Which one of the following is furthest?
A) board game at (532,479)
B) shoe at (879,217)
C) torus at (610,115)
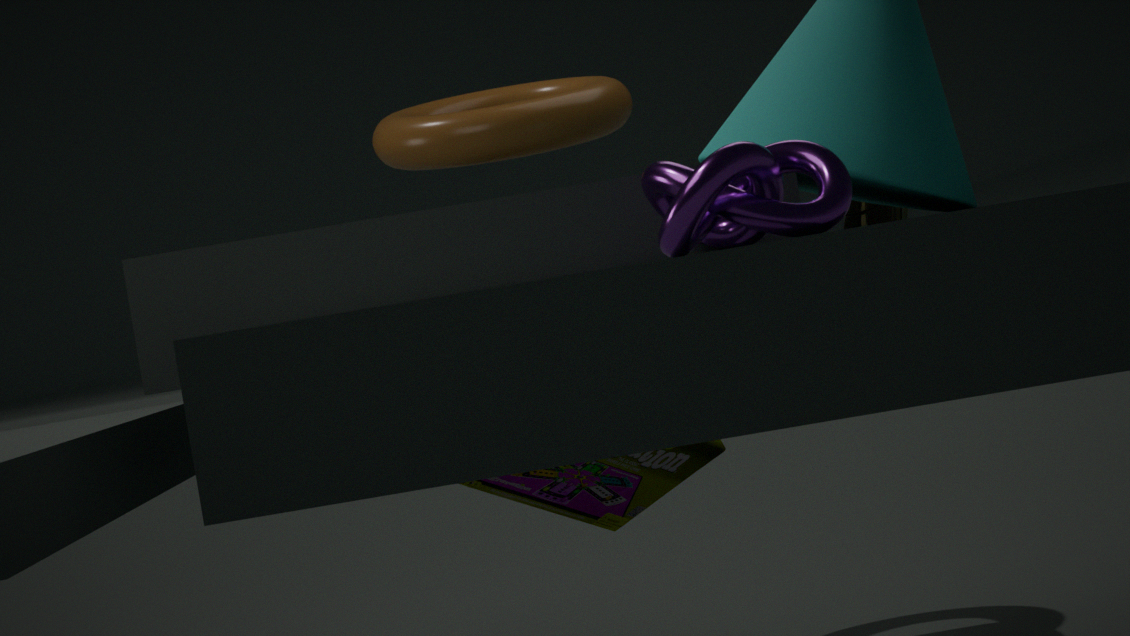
torus at (610,115)
